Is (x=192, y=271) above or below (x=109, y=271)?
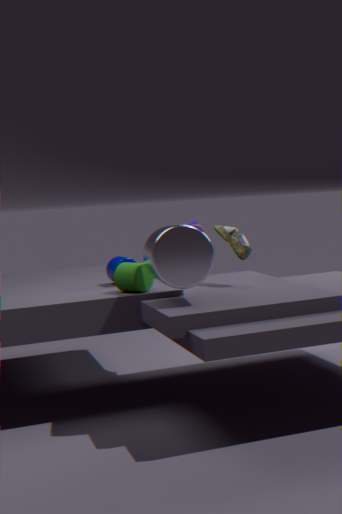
above
